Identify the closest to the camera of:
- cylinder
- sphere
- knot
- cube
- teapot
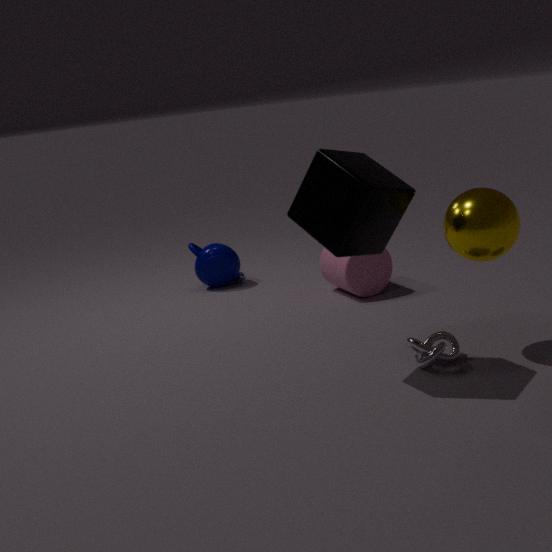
cube
